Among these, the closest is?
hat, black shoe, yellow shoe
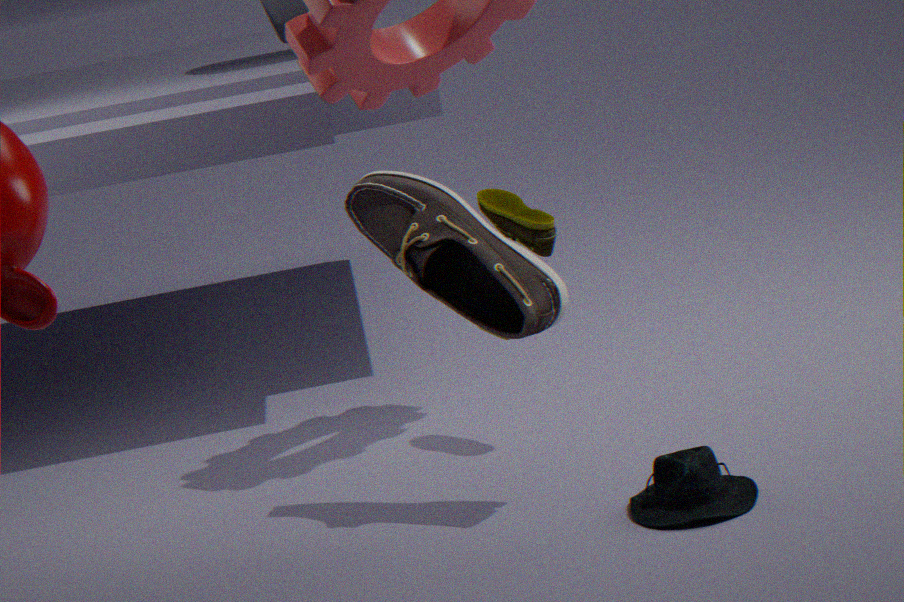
hat
